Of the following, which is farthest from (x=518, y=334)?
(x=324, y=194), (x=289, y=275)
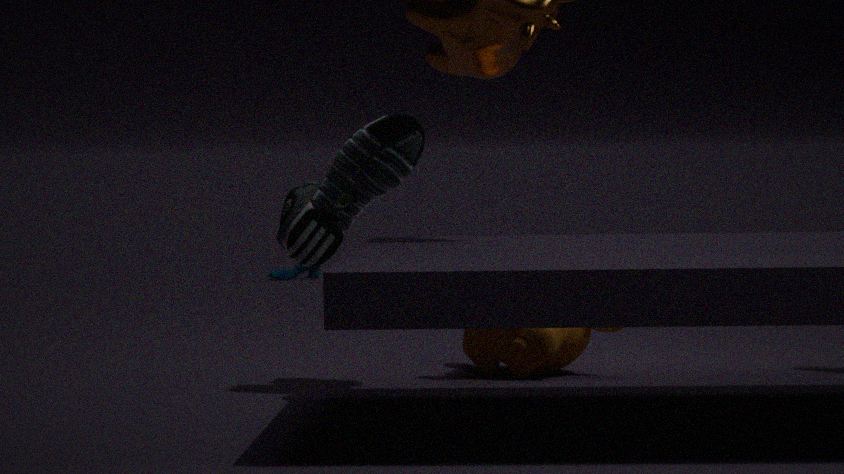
(x=289, y=275)
